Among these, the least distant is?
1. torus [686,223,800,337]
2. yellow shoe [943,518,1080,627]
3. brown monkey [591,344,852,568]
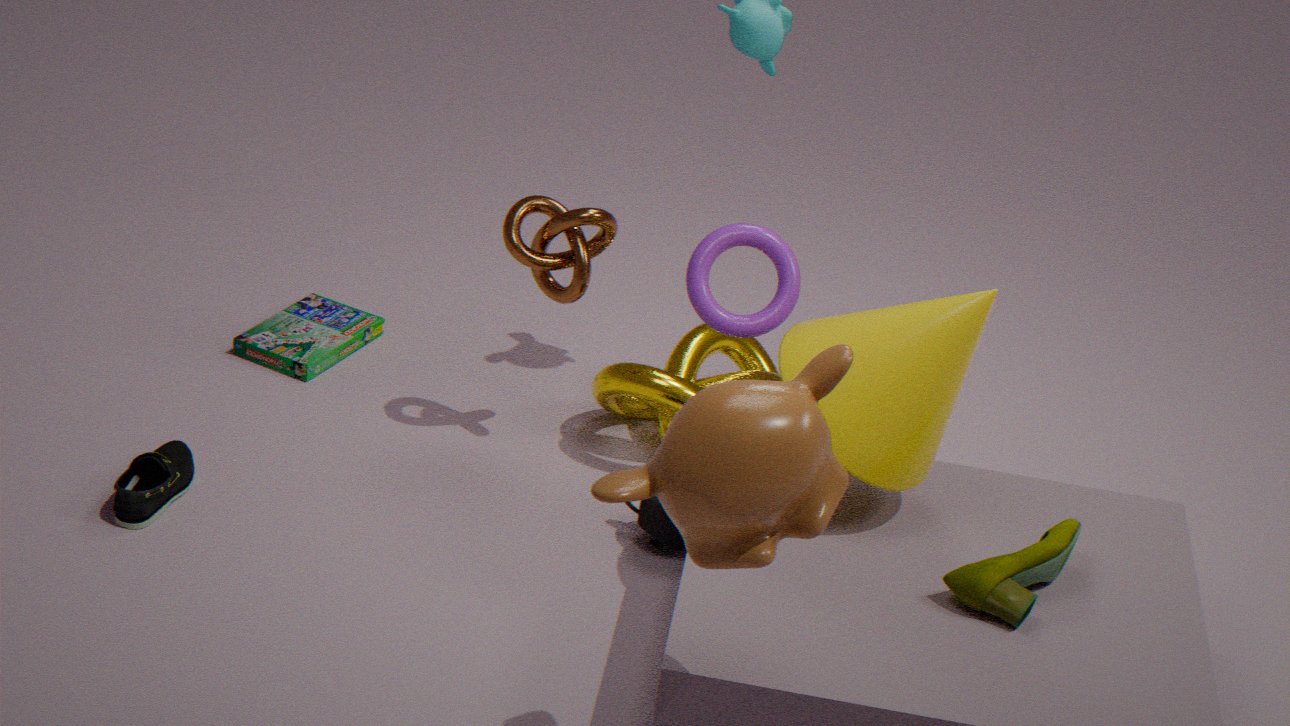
brown monkey [591,344,852,568]
